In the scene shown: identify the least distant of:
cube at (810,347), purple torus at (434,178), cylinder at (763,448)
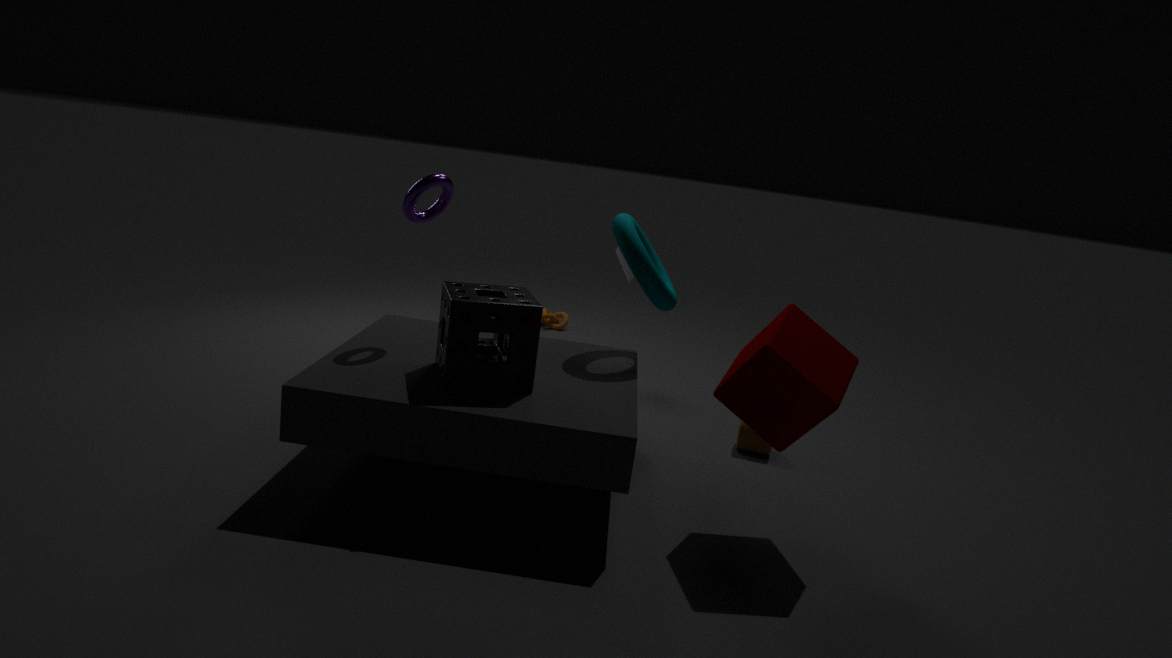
cube at (810,347)
